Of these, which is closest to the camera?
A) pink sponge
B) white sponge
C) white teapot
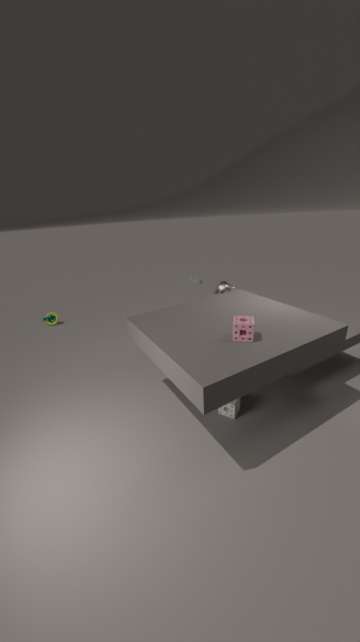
pink sponge
